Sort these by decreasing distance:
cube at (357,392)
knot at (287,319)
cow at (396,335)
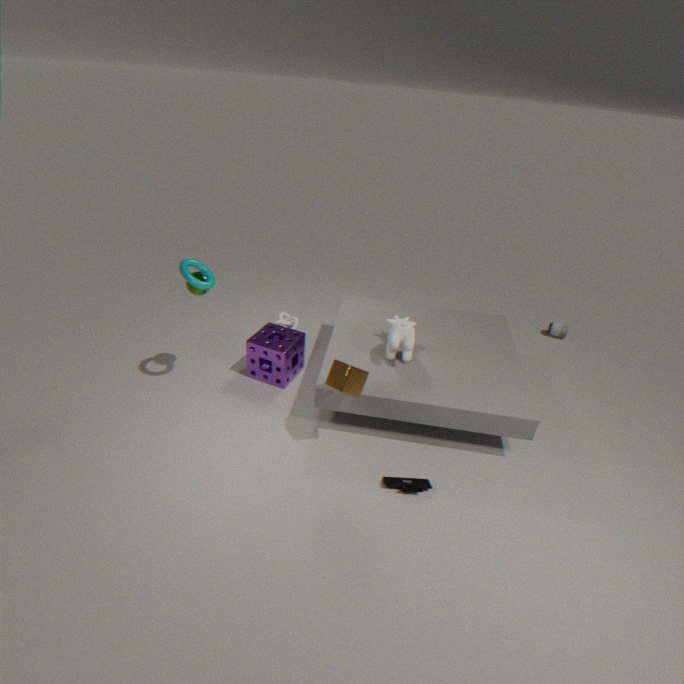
knot at (287,319) → cow at (396,335) → cube at (357,392)
